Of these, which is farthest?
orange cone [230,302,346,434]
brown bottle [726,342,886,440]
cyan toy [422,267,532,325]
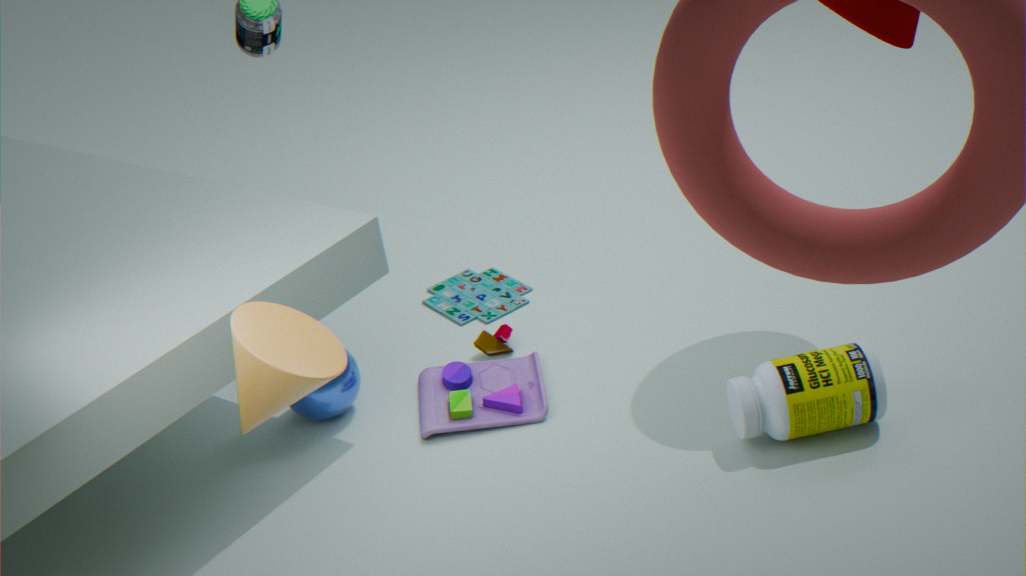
cyan toy [422,267,532,325]
